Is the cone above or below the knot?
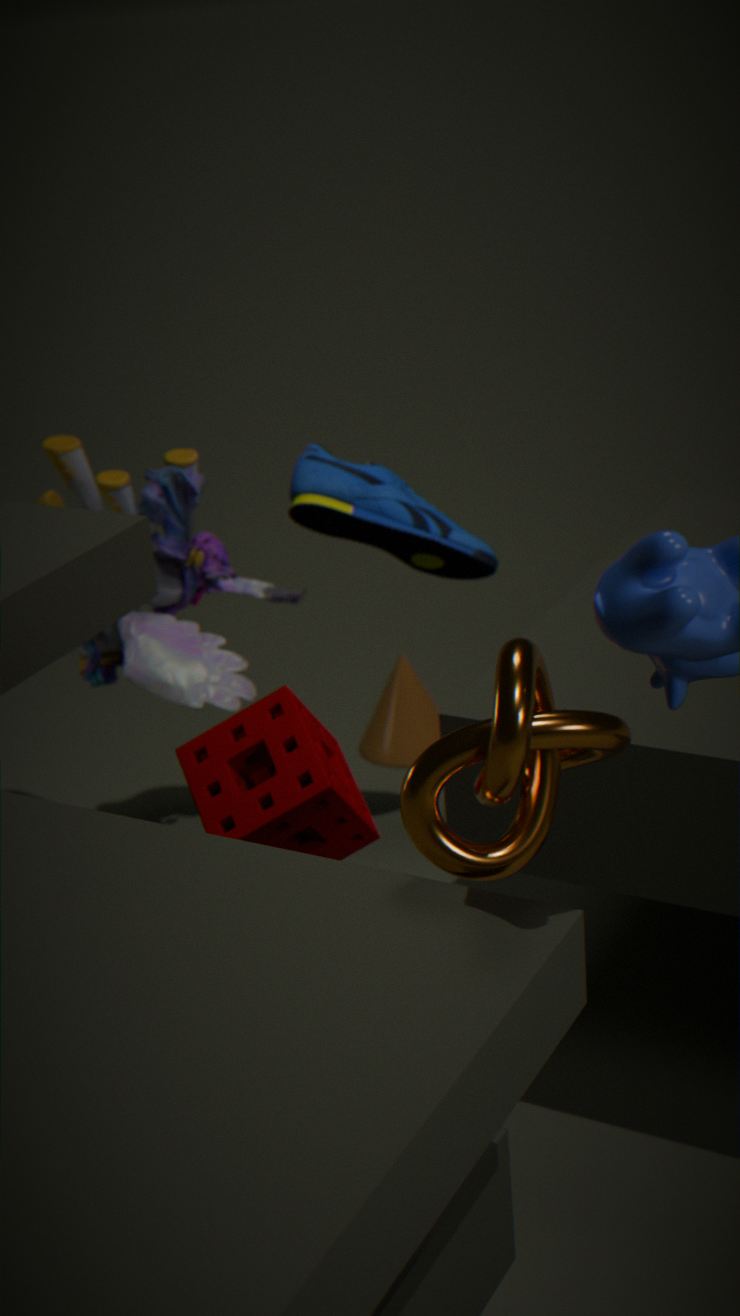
below
